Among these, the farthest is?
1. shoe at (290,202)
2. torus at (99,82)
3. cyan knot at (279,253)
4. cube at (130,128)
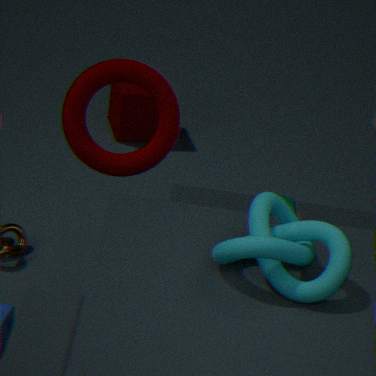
cube at (130,128)
